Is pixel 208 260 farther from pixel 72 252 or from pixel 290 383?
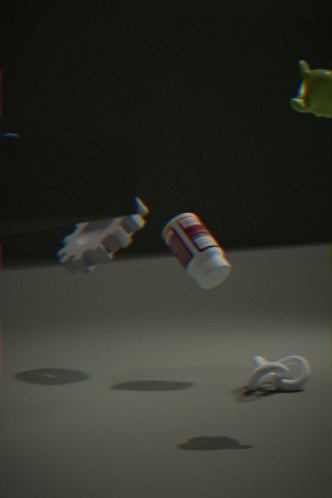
pixel 290 383
